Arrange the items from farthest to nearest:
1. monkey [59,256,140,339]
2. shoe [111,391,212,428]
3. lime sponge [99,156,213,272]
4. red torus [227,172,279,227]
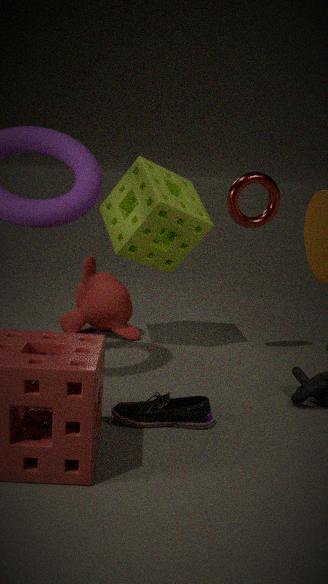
monkey [59,256,140,339], lime sponge [99,156,213,272], red torus [227,172,279,227], shoe [111,391,212,428]
